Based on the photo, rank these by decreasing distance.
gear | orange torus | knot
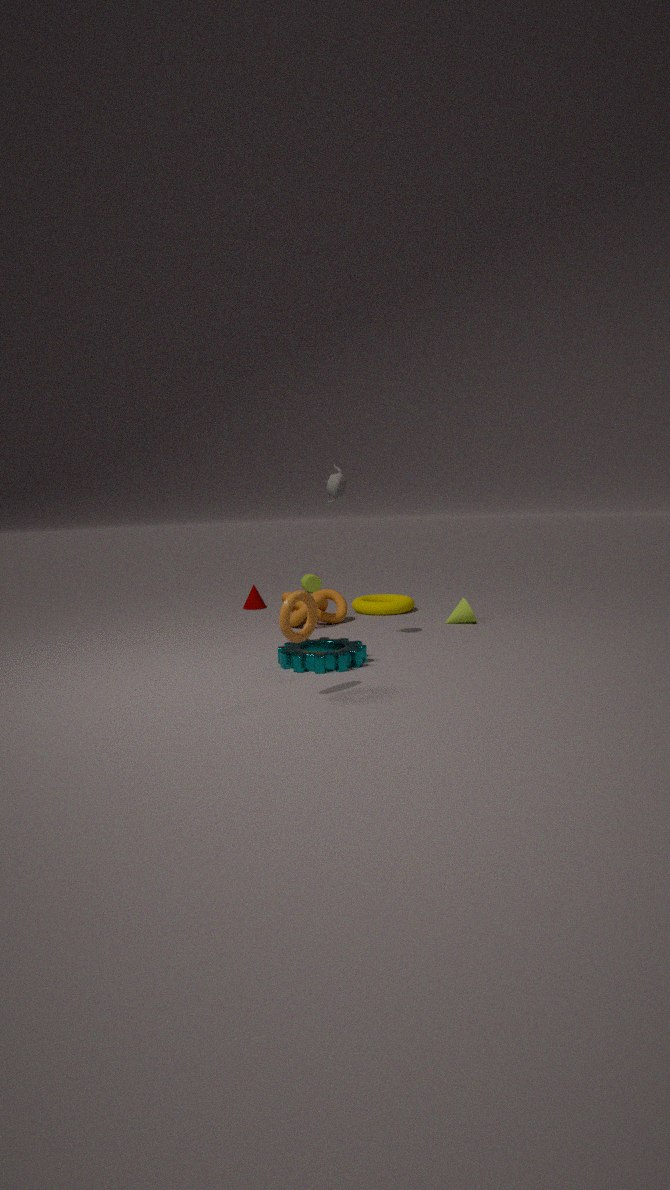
knot < gear < orange torus
